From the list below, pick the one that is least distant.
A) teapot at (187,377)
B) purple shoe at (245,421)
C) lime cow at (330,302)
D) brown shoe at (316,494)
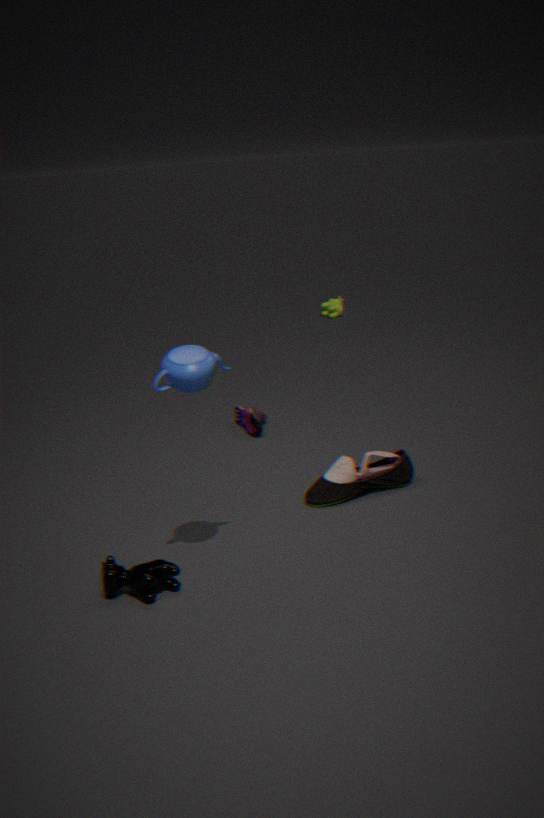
teapot at (187,377)
